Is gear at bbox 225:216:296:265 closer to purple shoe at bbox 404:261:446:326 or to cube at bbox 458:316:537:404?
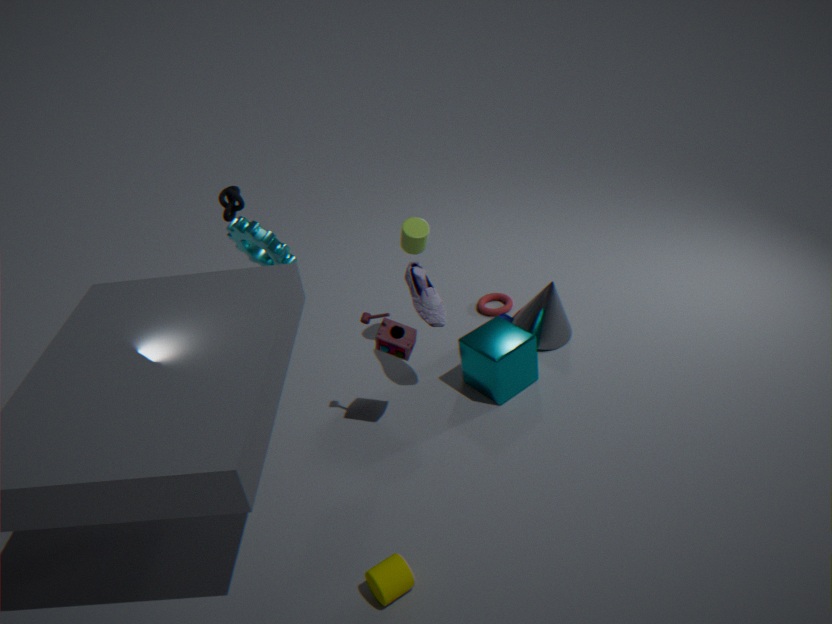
purple shoe at bbox 404:261:446:326
